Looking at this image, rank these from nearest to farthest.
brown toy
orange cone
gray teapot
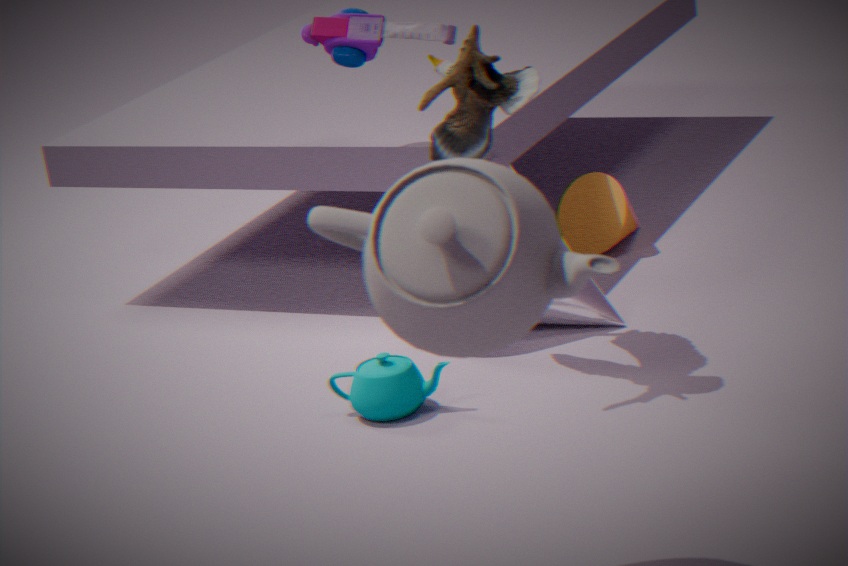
gray teapot, brown toy, orange cone
